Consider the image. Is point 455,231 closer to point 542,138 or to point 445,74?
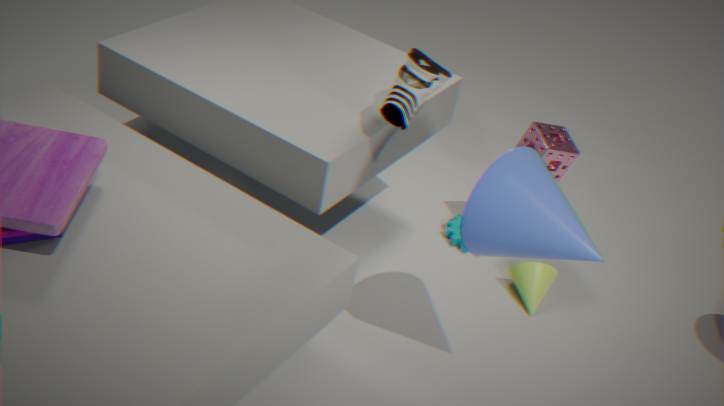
point 542,138
